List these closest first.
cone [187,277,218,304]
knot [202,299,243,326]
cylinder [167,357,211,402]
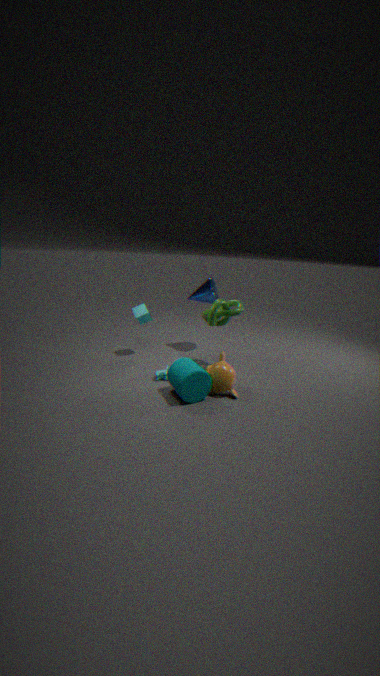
cylinder [167,357,211,402], knot [202,299,243,326], cone [187,277,218,304]
